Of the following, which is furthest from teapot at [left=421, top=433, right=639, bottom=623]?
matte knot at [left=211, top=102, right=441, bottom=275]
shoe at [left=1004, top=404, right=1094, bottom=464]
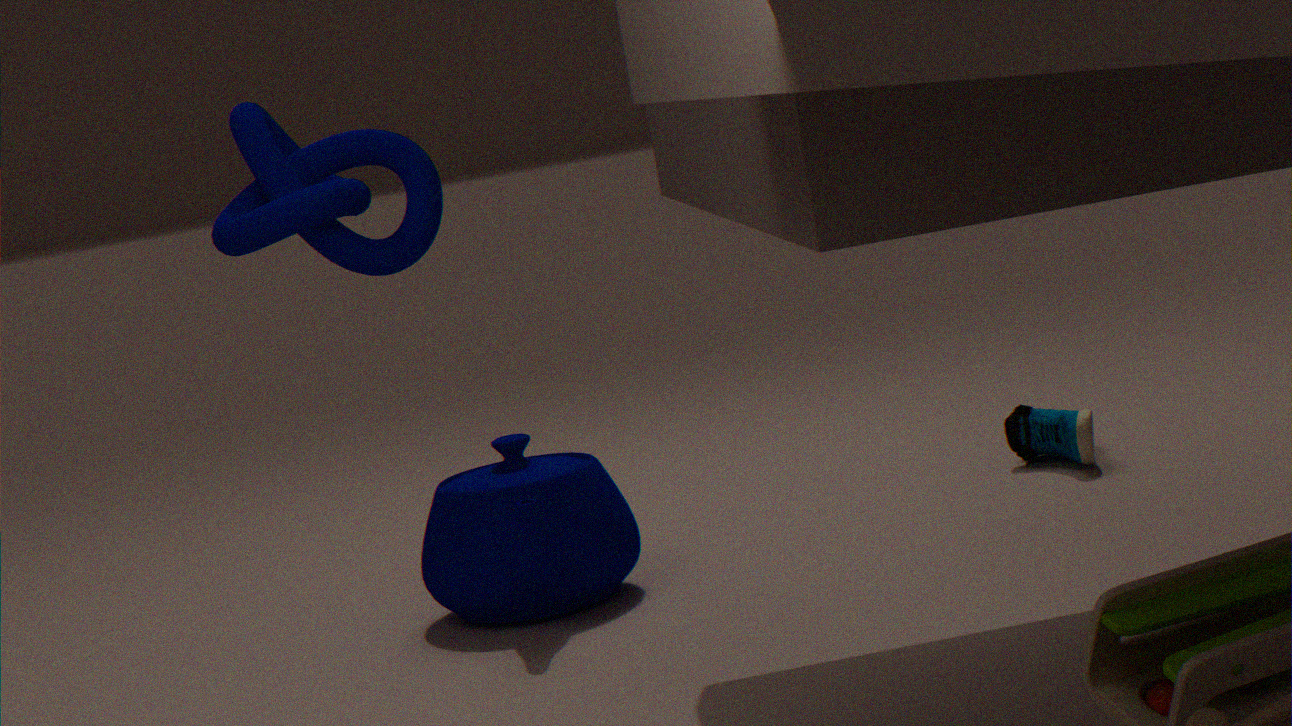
shoe at [left=1004, top=404, right=1094, bottom=464]
